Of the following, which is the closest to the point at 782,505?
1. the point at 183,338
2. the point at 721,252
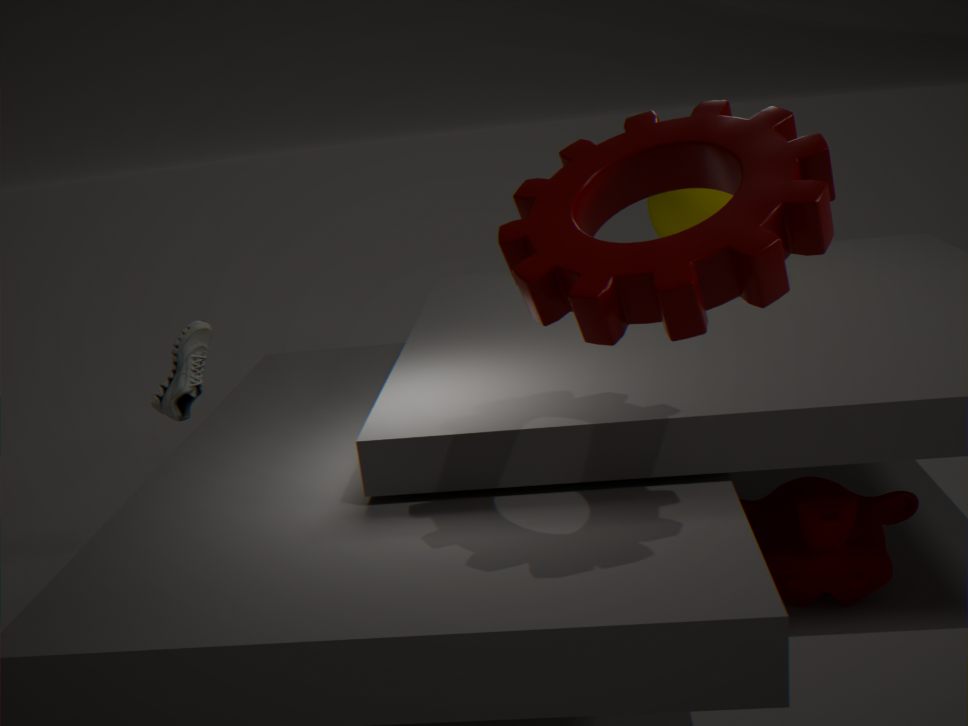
the point at 721,252
